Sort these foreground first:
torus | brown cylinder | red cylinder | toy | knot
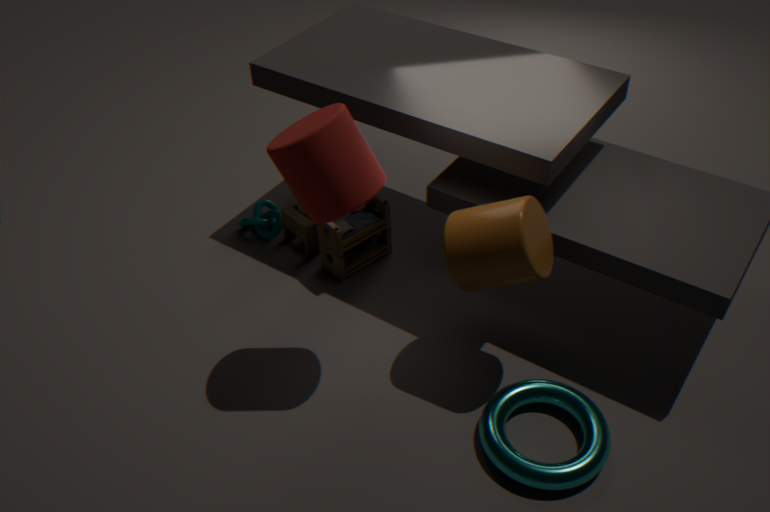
red cylinder < torus < brown cylinder < toy < knot
